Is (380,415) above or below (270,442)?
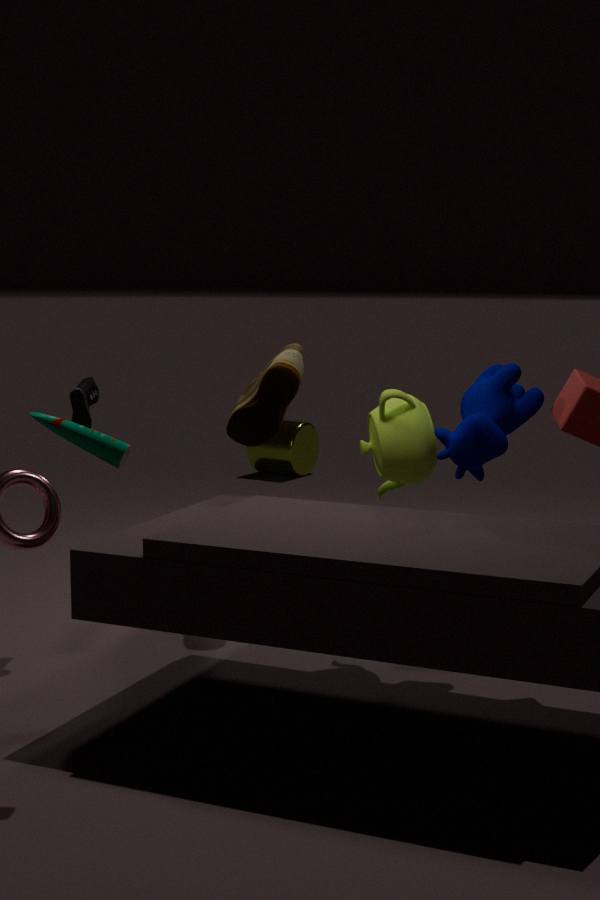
above
